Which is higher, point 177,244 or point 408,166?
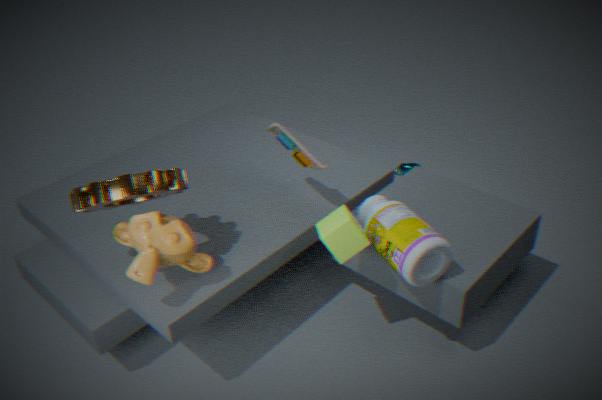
point 177,244
